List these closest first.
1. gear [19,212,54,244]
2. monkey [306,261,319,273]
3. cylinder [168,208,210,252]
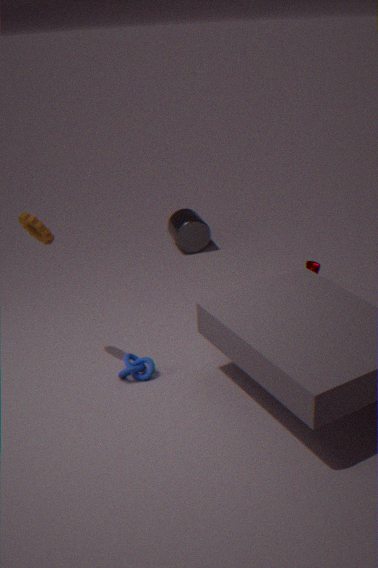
gear [19,212,54,244], monkey [306,261,319,273], cylinder [168,208,210,252]
